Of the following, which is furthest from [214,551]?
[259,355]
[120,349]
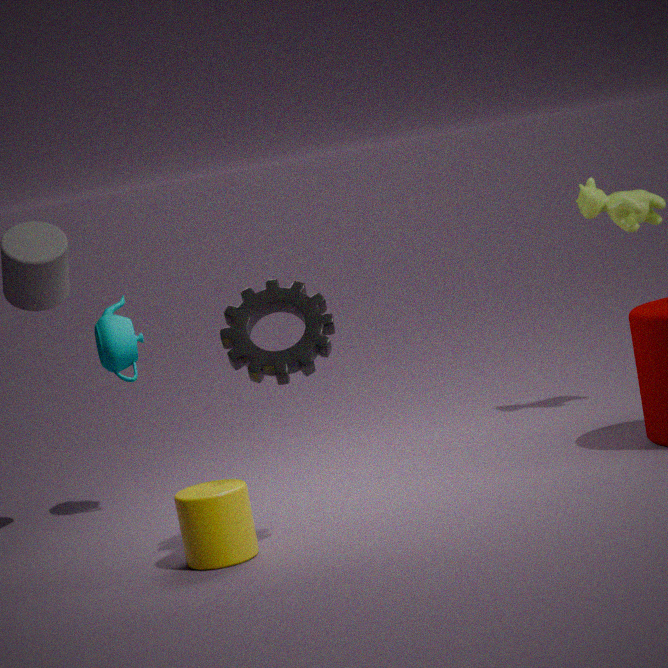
[120,349]
